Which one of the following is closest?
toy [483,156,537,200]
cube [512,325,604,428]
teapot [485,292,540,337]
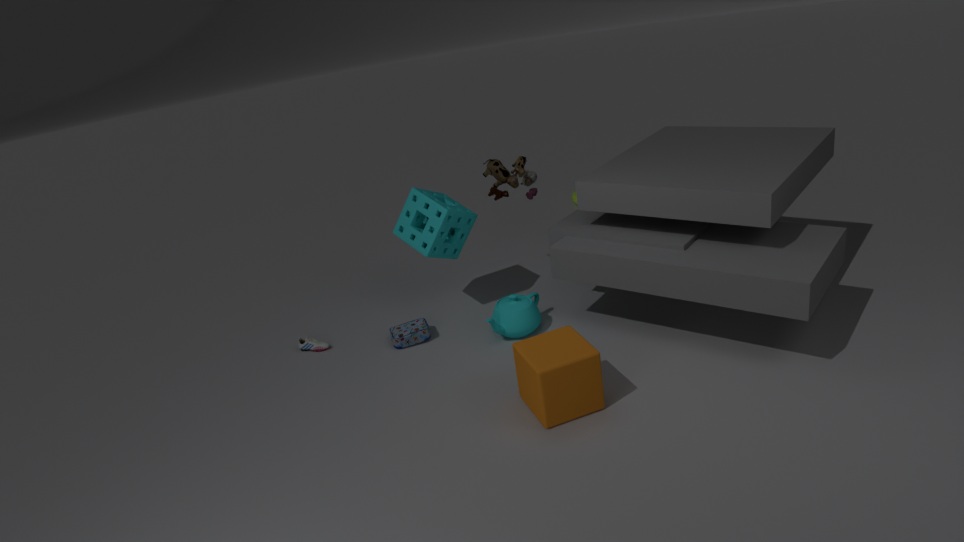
cube [512,325,604,428]
